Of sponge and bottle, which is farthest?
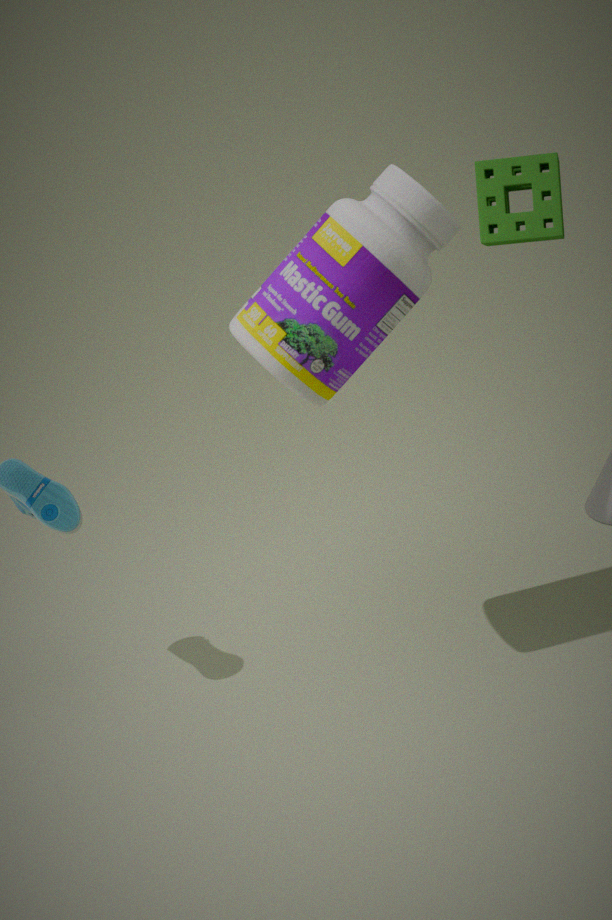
sponge
